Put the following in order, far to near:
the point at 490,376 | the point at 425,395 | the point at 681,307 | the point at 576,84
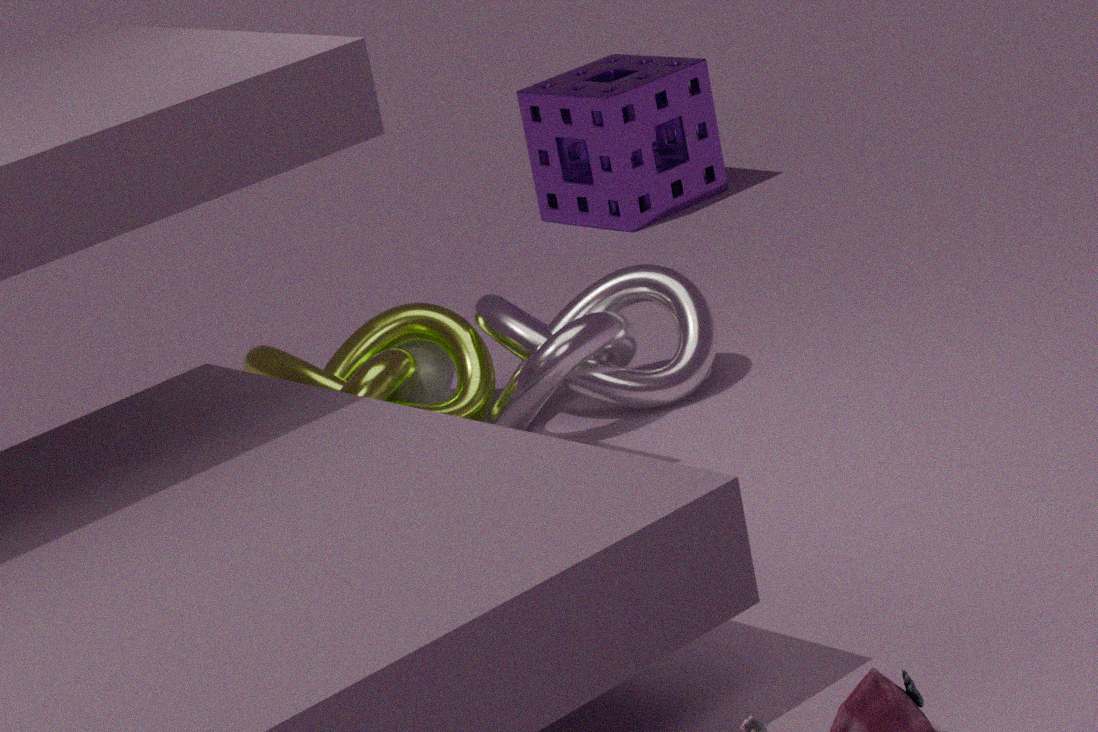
the point at 576,84 < the point at 425,395 < the point at 490,376 < the point at 681,307
